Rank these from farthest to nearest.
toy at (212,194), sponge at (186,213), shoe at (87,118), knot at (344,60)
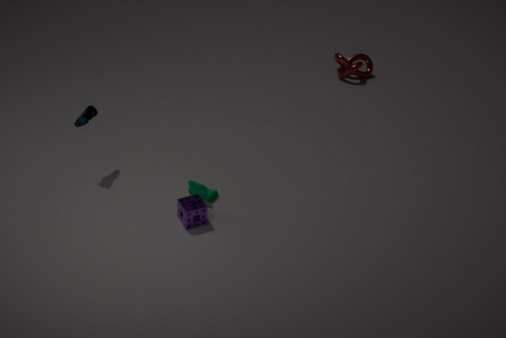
knot at (344,60) < toy at (212,194) < shoe at (87,118) < sponge at (186,213)
